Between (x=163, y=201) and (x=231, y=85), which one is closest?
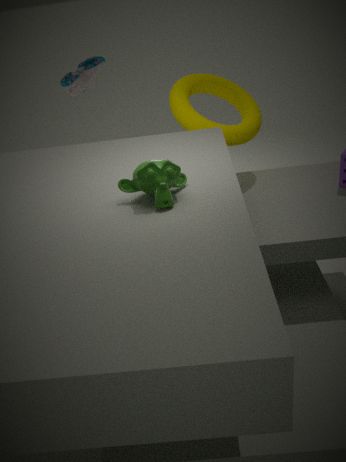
(x=163, y=201)
